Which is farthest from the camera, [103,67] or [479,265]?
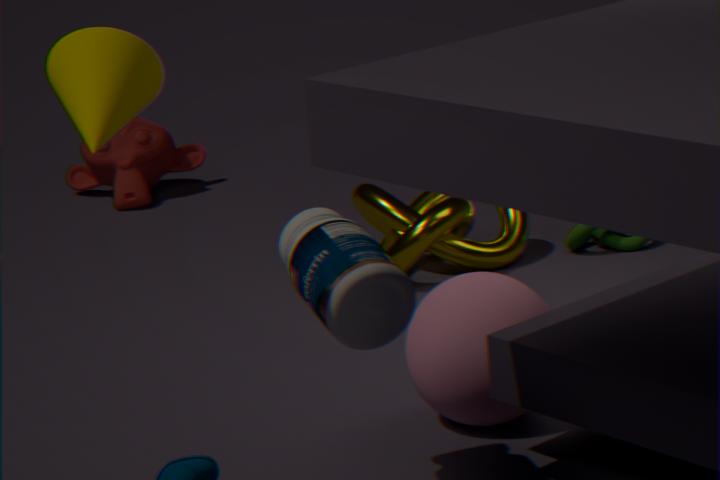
[479,265]
